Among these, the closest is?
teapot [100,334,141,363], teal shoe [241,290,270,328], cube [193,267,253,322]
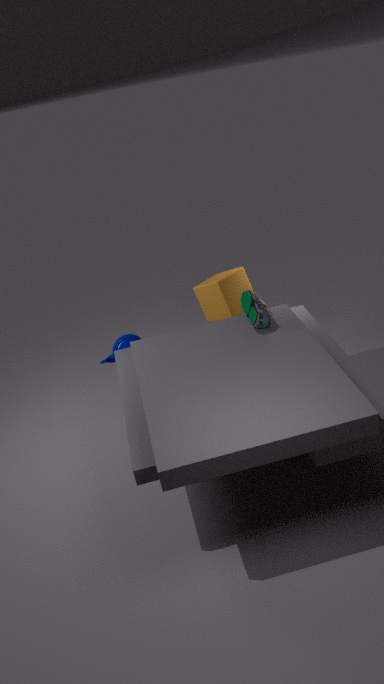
teal shoe [241,290,270,328]
